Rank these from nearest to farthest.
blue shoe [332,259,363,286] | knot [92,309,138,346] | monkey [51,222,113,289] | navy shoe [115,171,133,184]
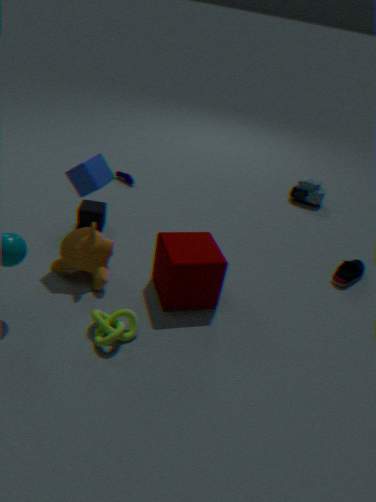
knot [92,309,138,346]
monkey [51,222,113,289]
blue shoe [332,259,363,286]
navy shoe [115,171,133,184]
